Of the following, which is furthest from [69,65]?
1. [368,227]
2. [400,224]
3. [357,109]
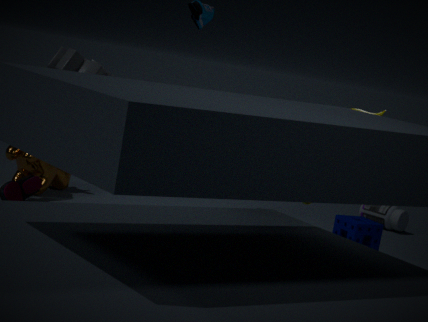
[400,224]
